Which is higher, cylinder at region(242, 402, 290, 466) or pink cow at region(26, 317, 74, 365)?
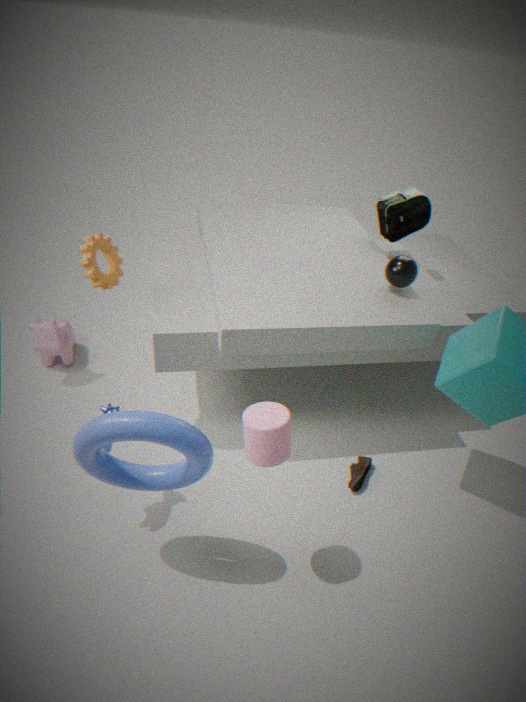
cylinder at region(242, 402, 290, 466)
